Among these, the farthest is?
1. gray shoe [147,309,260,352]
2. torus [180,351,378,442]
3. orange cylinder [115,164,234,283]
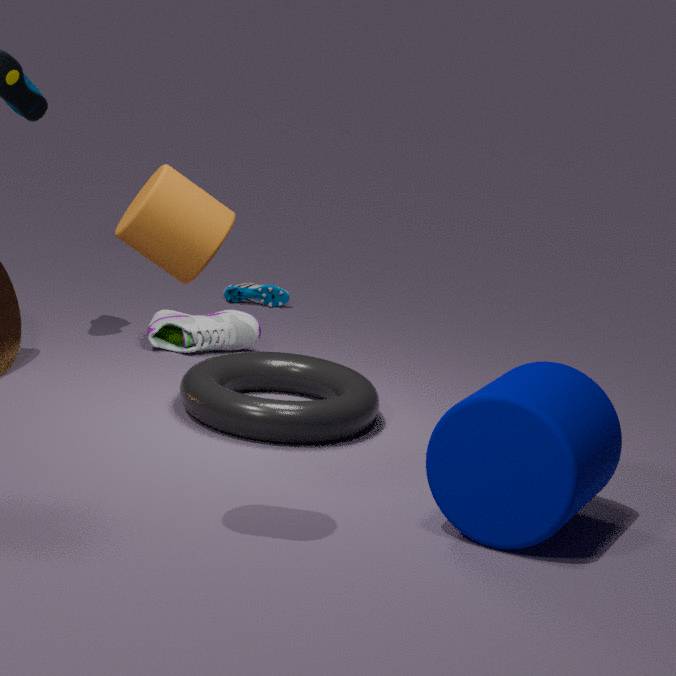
gray shoe [147,309,260,352]
